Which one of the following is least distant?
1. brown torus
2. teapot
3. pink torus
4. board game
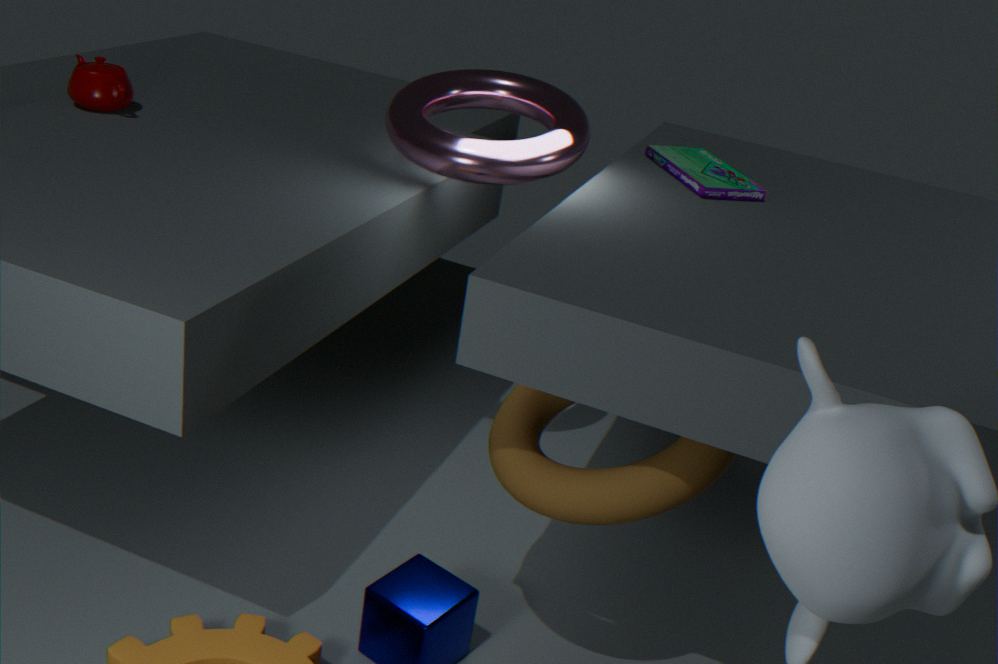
brown torus
